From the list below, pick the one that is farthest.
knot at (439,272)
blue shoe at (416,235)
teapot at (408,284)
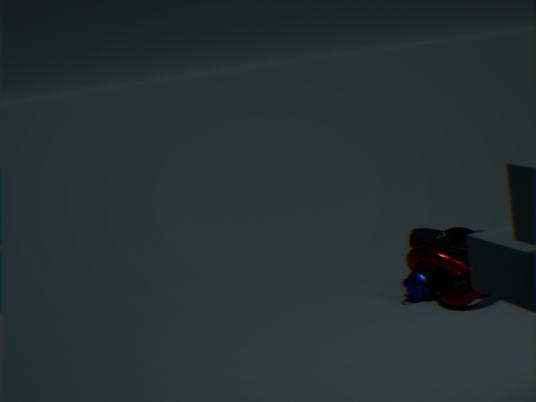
teapot at (408,284)
